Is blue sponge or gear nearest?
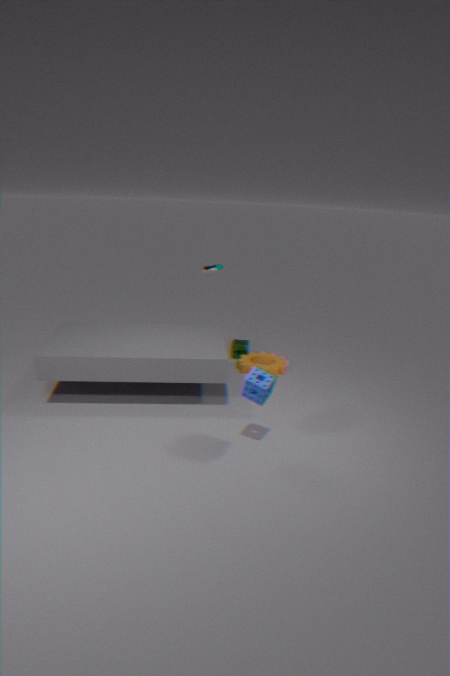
blue sponge
